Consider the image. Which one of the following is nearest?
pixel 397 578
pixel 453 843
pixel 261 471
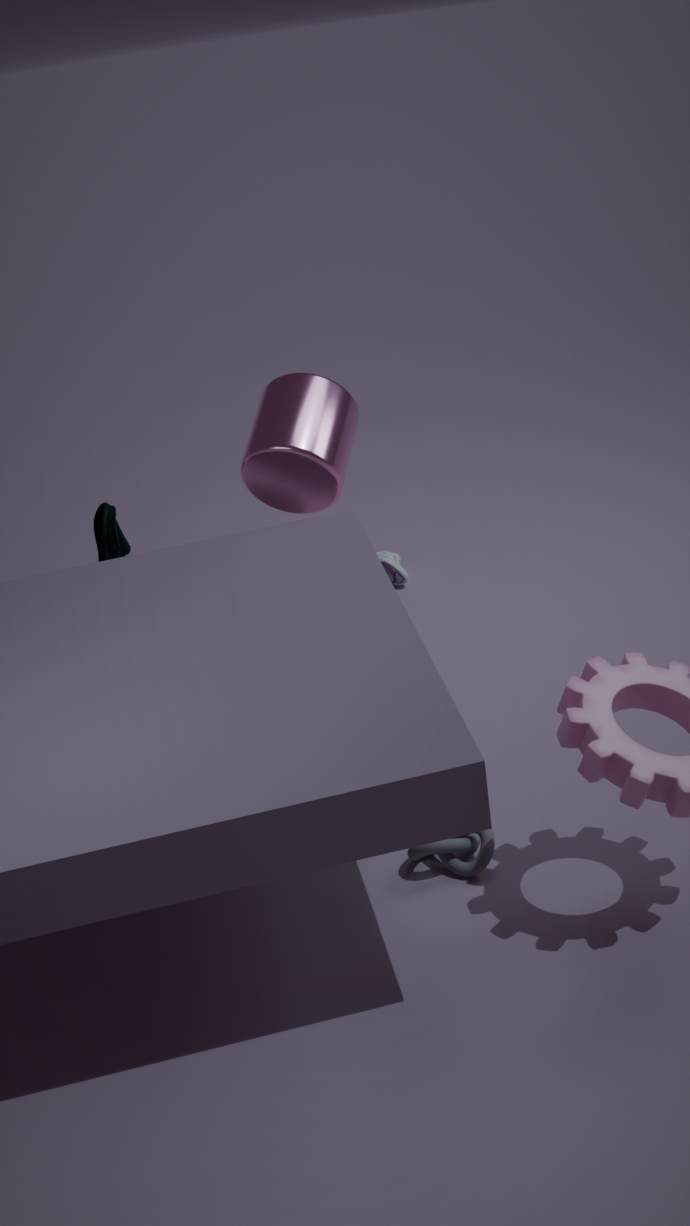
pixel 453 843
